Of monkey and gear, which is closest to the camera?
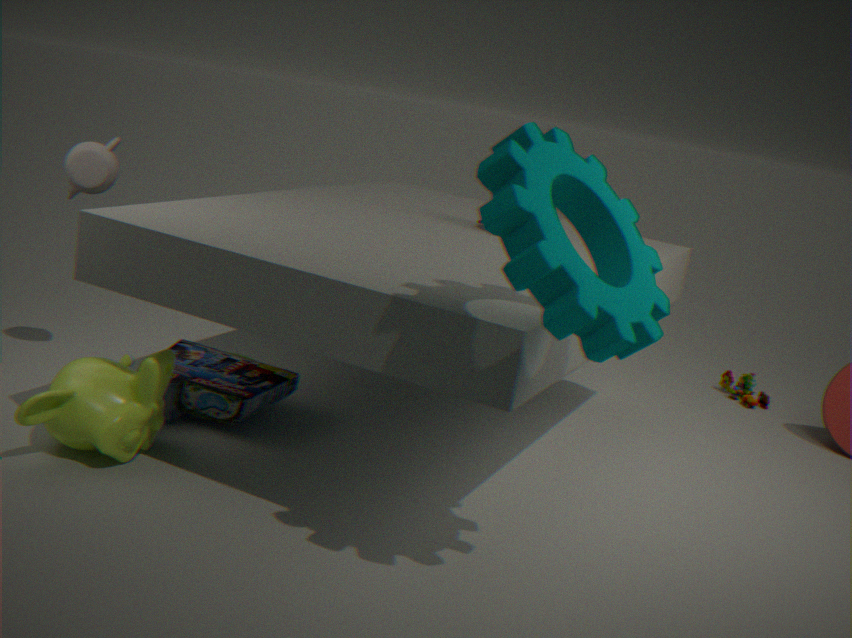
gear
